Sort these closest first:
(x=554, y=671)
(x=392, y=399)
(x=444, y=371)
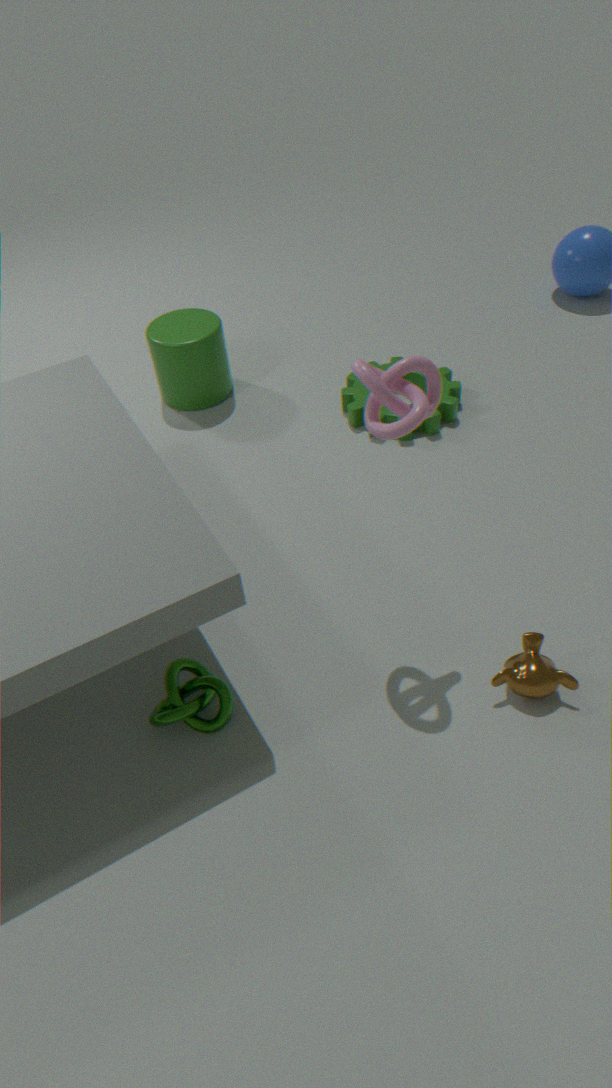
(x=392, y=399)
(x=554, y=671)
(x=444, y=371)
